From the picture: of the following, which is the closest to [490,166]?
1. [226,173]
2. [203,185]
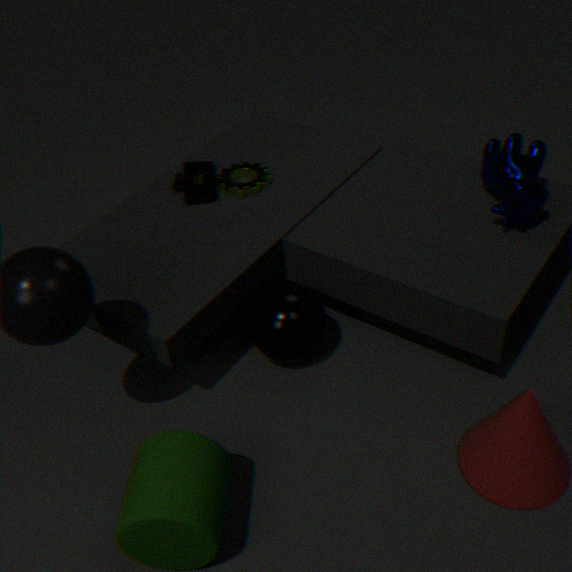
[226,173]
